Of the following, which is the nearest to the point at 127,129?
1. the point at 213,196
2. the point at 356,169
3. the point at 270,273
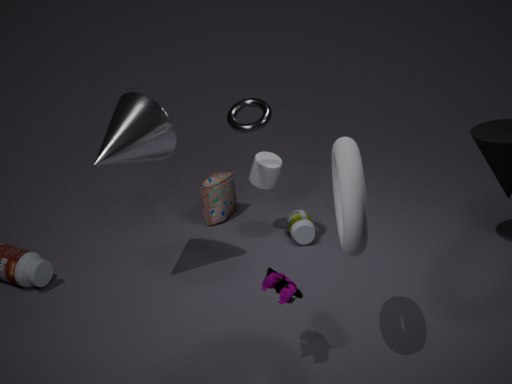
the point at 213,196
